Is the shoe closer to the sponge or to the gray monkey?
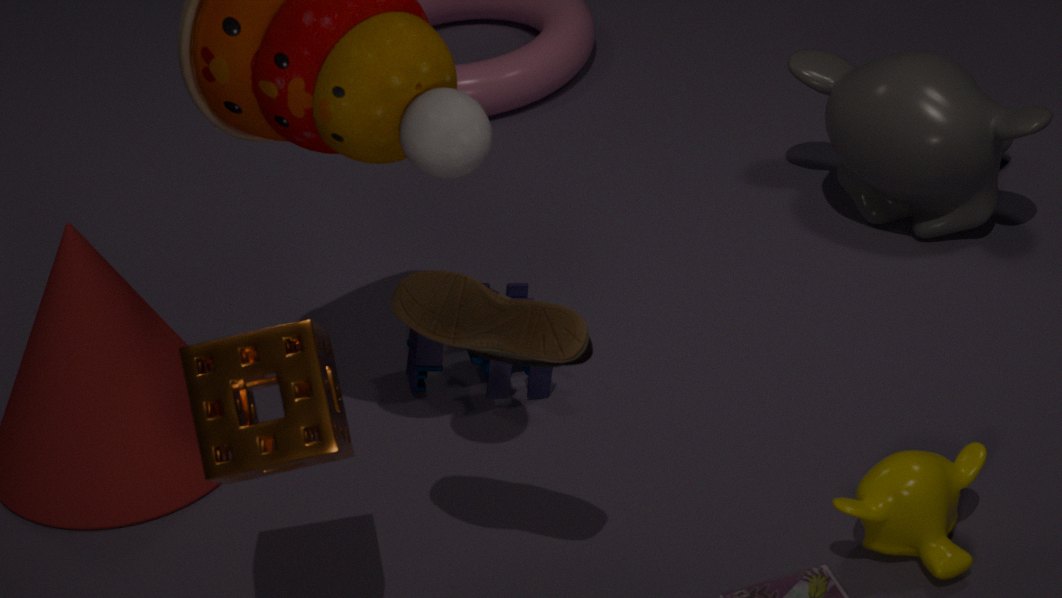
the sponge
